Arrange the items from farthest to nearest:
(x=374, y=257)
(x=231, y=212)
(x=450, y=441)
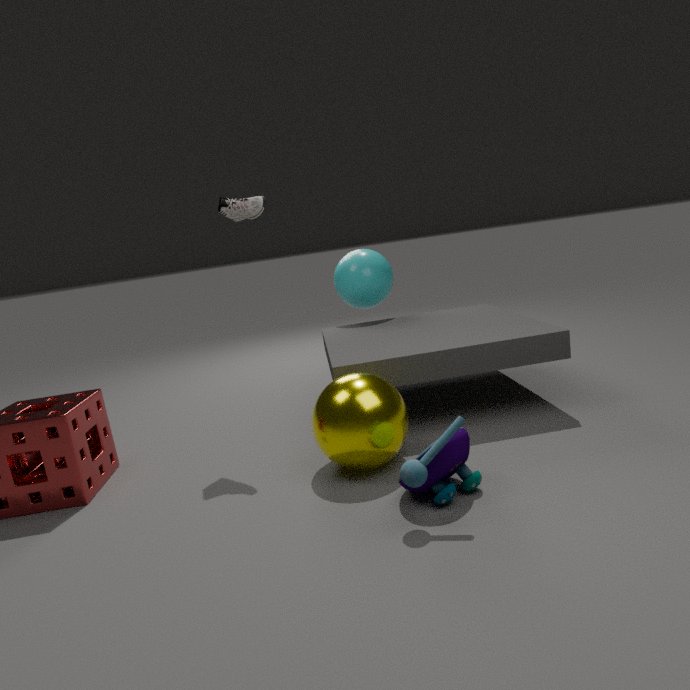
(x=374, y=257)
(x=231, y=212)
(x=450, y=441)
